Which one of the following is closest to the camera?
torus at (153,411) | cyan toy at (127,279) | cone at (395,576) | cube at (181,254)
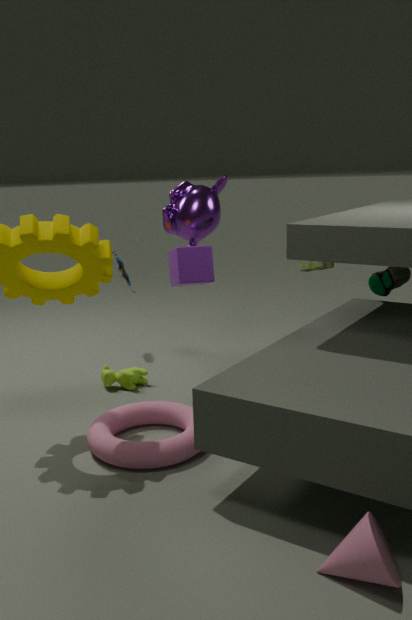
cone at (395,576)
